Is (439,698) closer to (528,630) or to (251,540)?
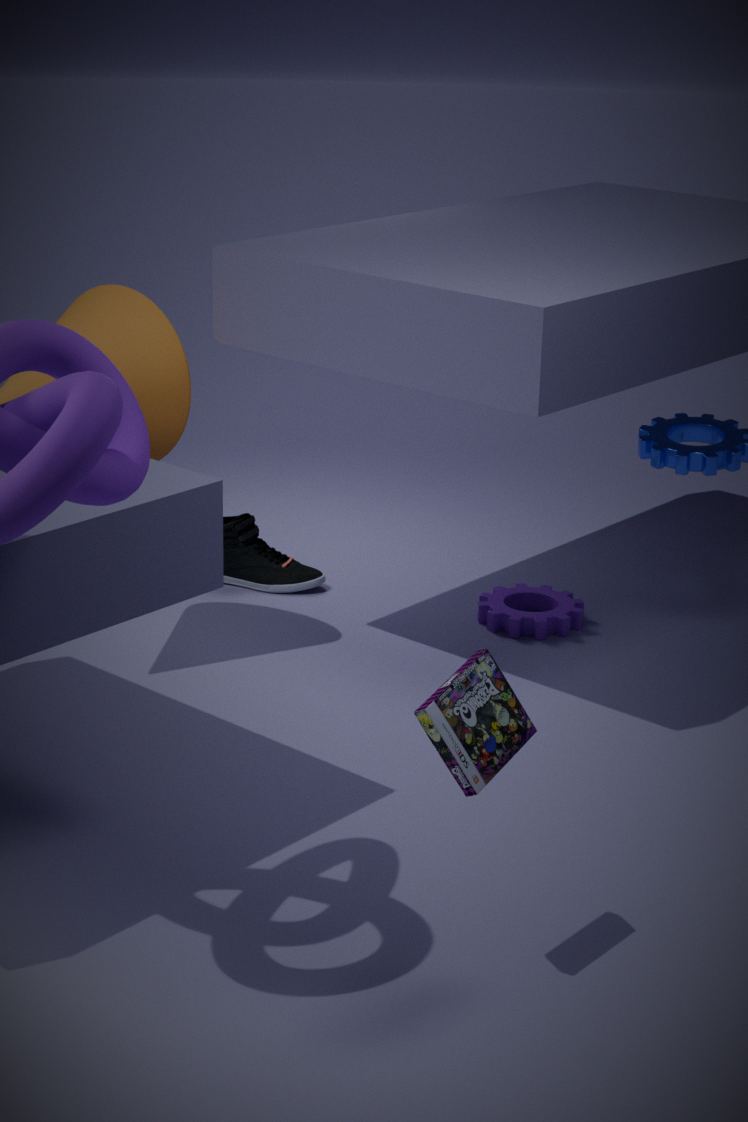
(528,630)
